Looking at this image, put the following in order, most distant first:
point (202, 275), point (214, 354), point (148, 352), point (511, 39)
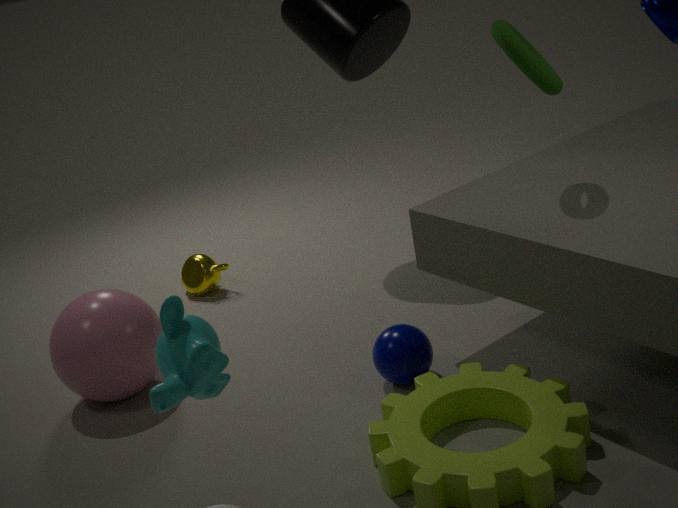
point (202, 275) → point (148, 352) → point (511, 39) → point (214, 354)
